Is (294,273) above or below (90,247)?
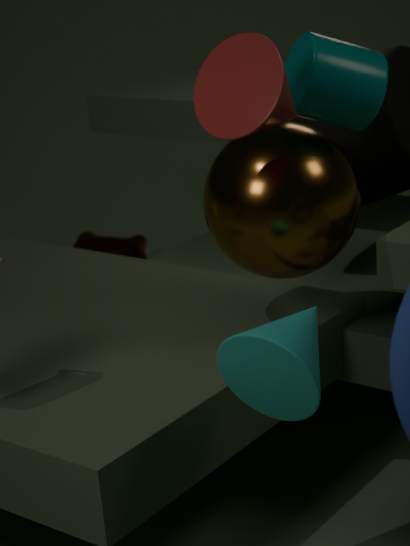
above
